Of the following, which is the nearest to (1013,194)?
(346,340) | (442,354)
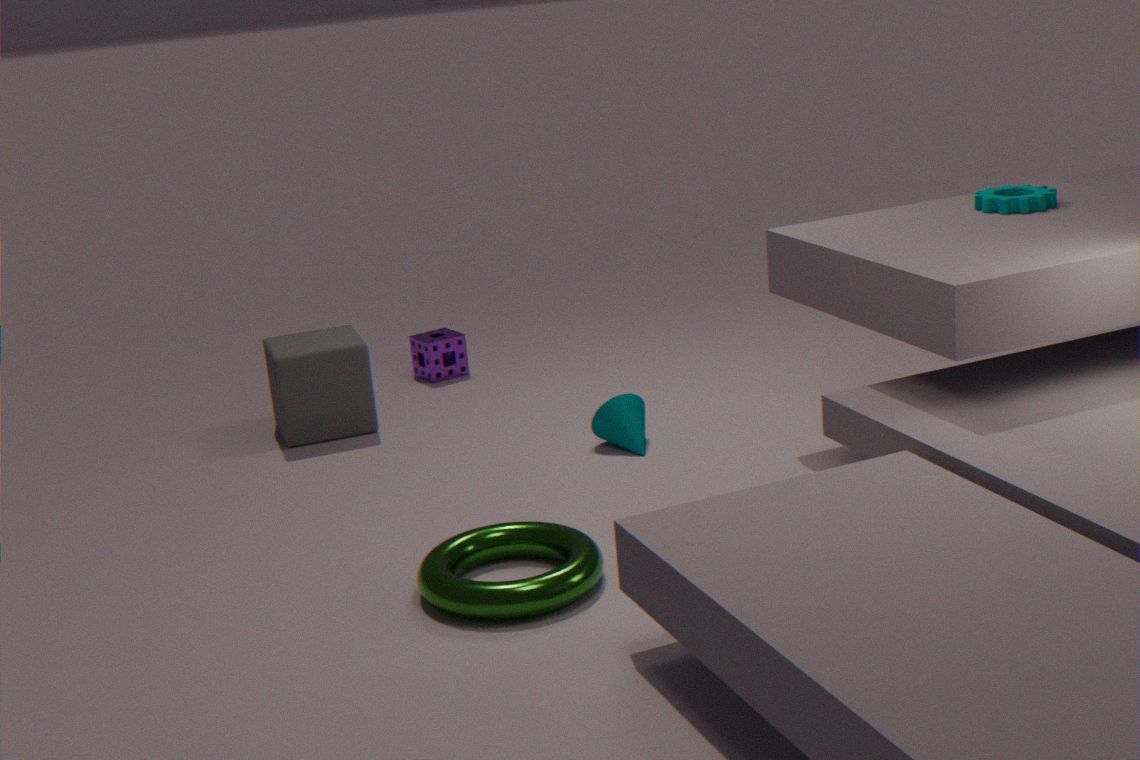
(442,354)
